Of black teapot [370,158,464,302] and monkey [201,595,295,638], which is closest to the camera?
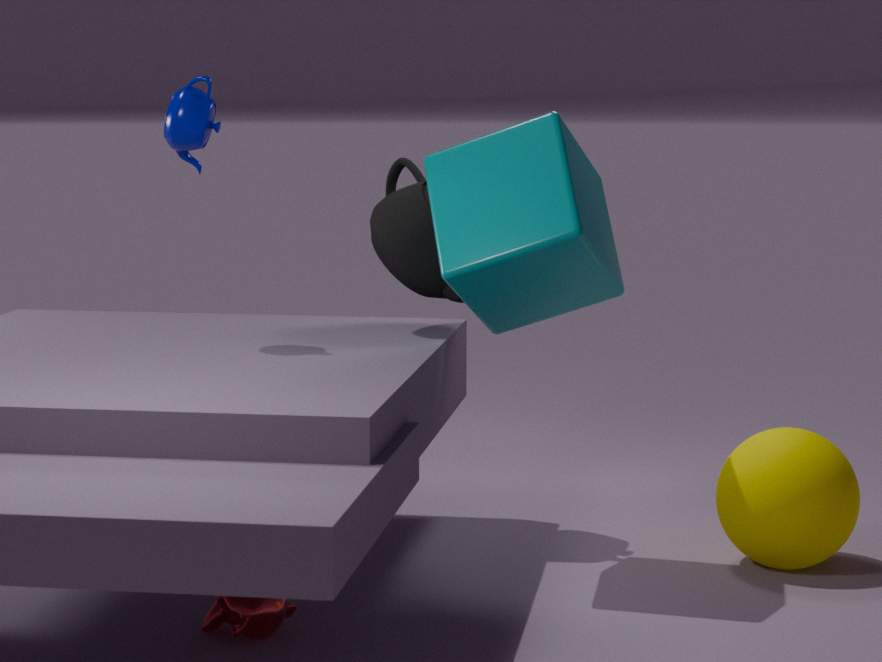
monkey [201,595,295,638]
